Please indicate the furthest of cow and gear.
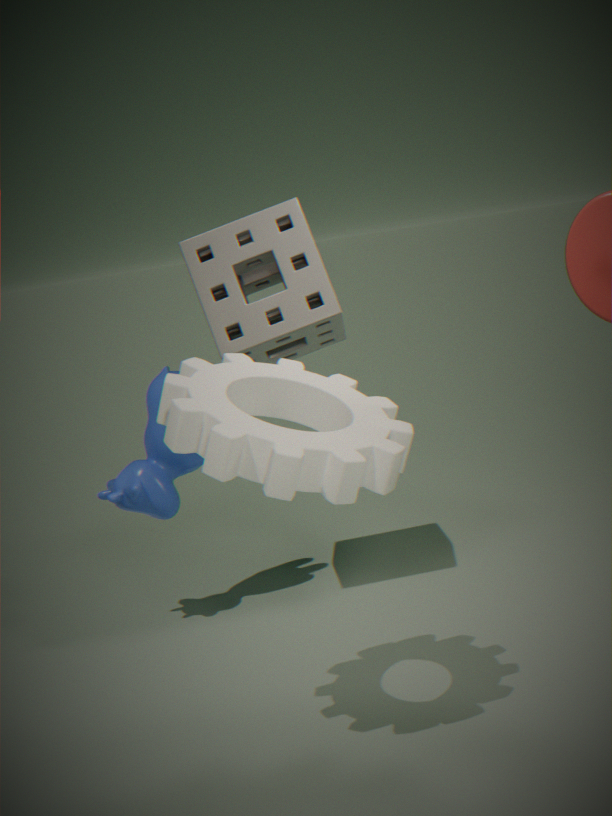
cow
